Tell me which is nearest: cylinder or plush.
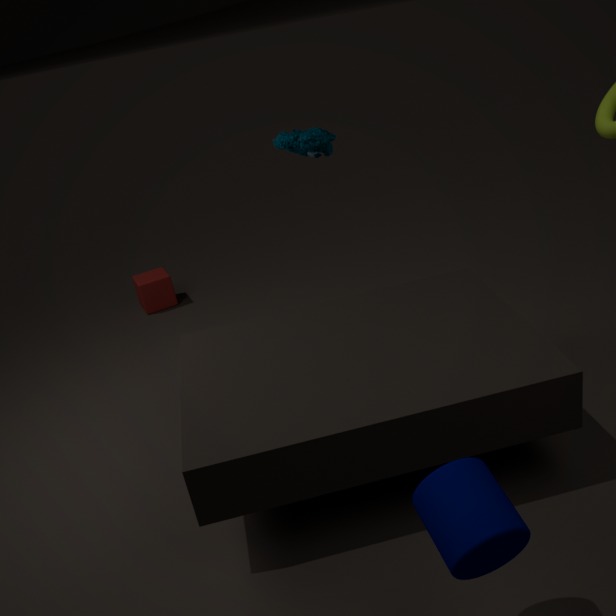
cylinder
